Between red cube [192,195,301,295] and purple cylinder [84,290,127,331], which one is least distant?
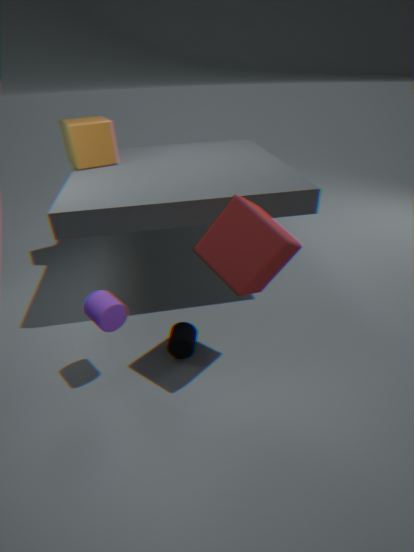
red cube [192,195,301,295]
